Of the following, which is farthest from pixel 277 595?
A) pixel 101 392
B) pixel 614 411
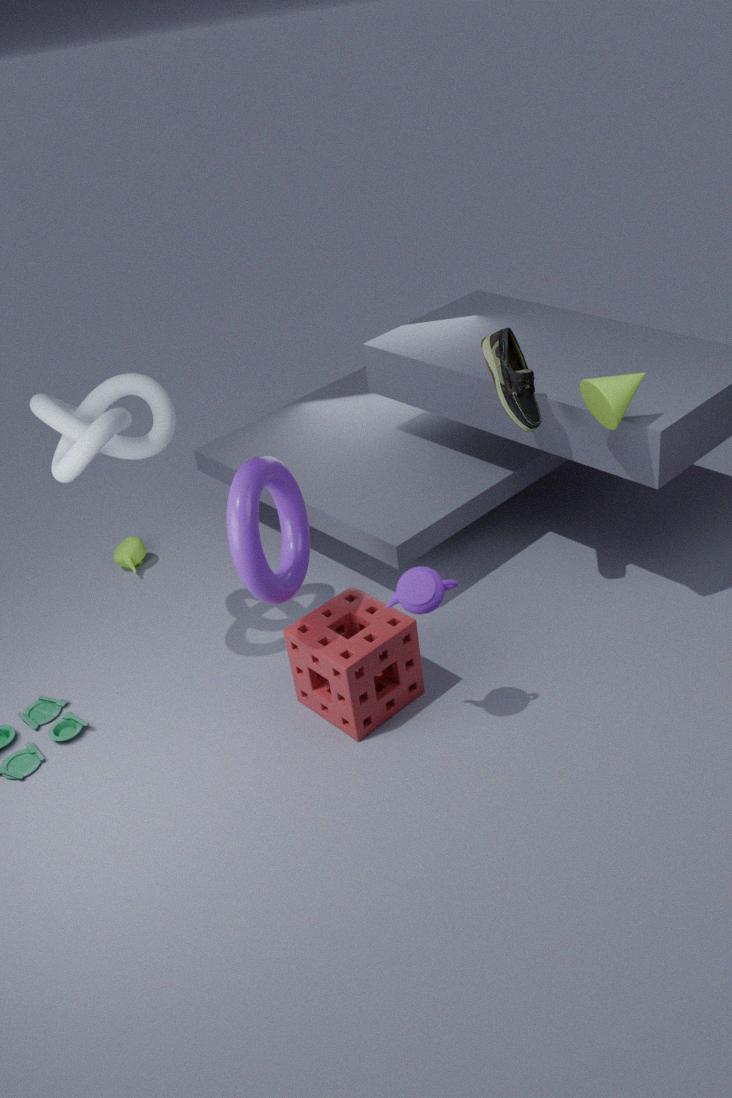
pixel 614 411
